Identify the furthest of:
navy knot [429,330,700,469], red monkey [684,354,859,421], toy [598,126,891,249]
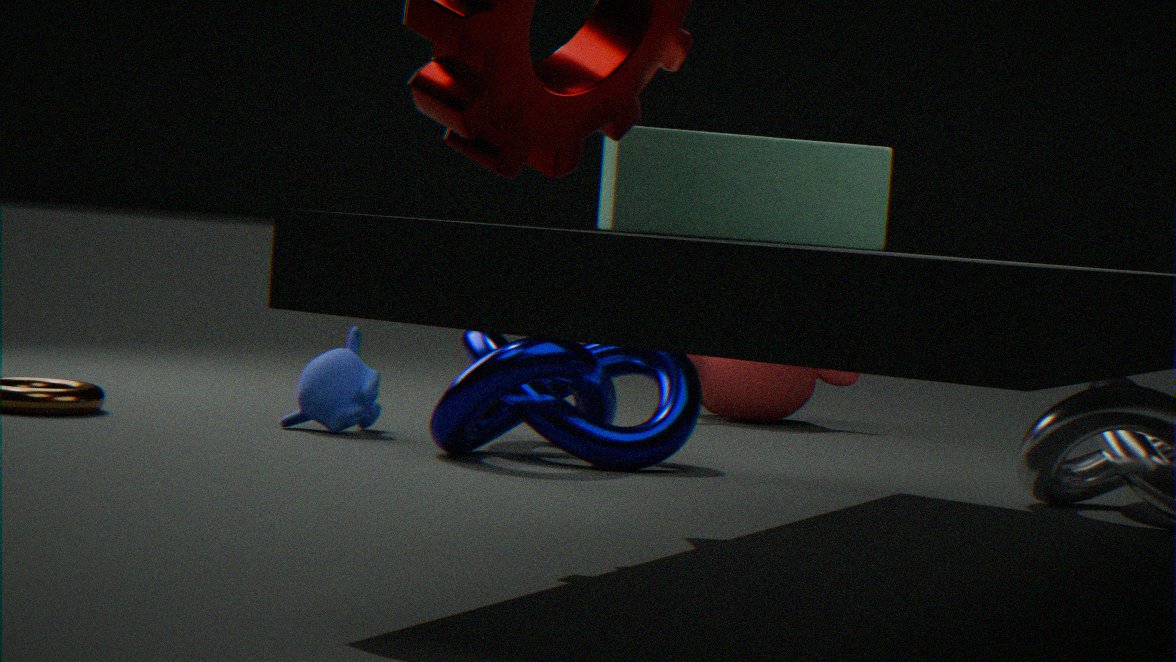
red monkey [684,354,859,421]
